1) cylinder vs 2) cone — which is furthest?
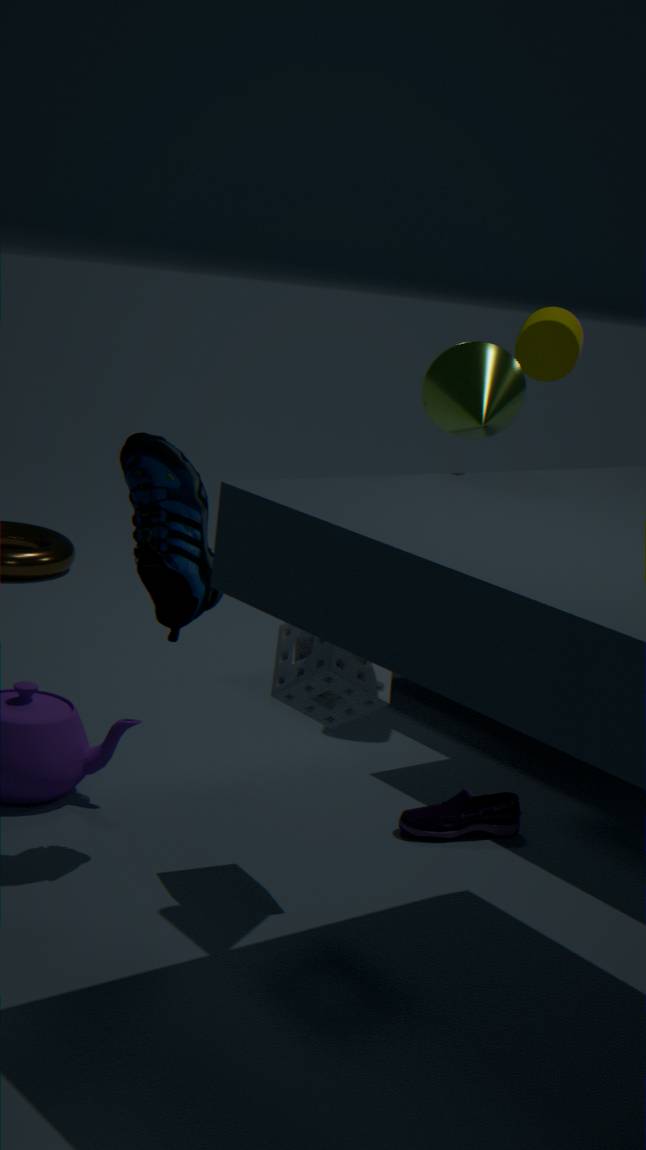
1. cylinder
